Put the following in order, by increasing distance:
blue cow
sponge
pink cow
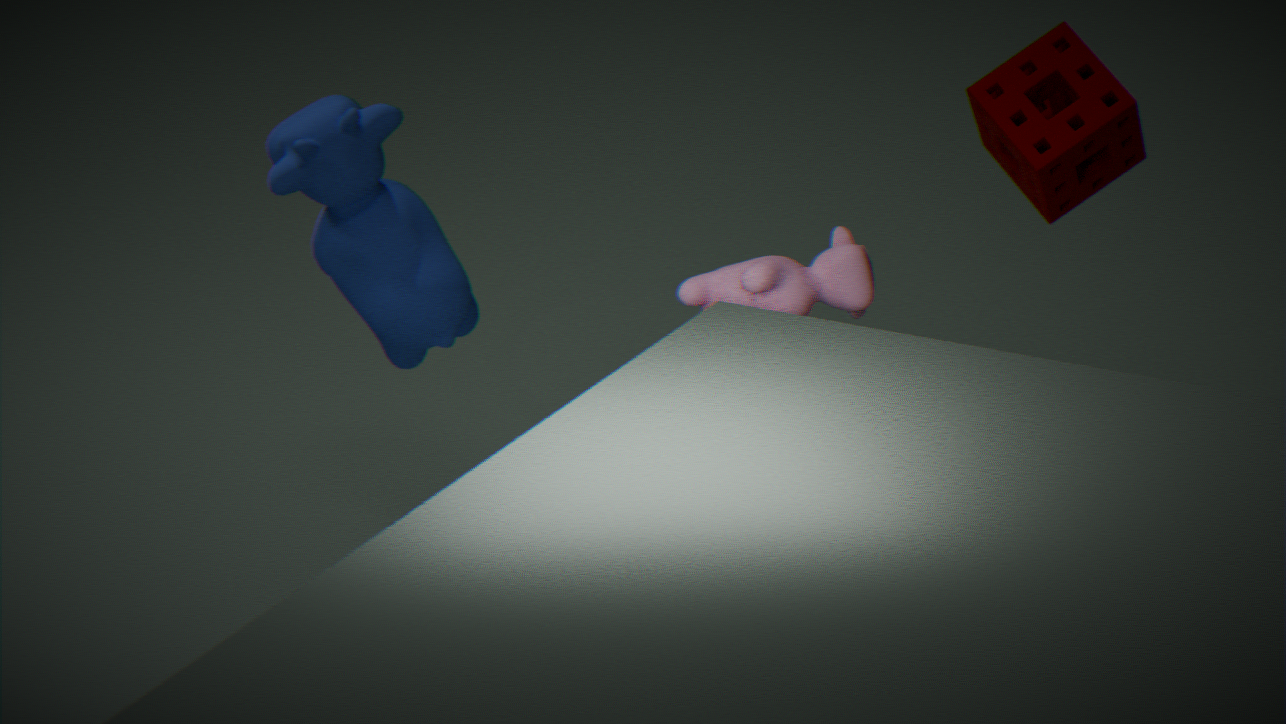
pink cow → sponge → blue cow
